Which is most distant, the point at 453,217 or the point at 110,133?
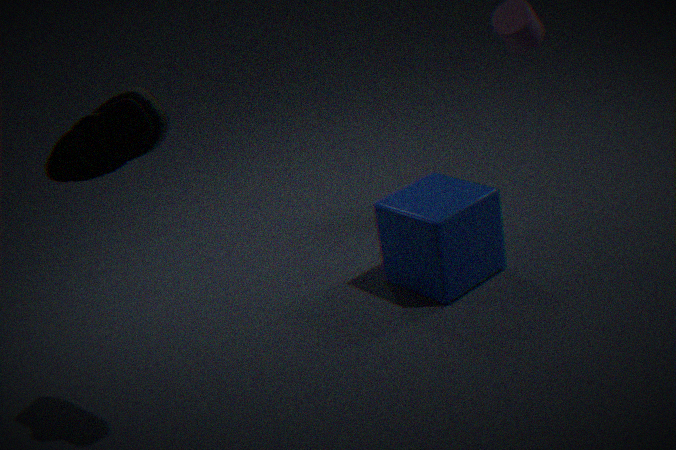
the point at 453,217
